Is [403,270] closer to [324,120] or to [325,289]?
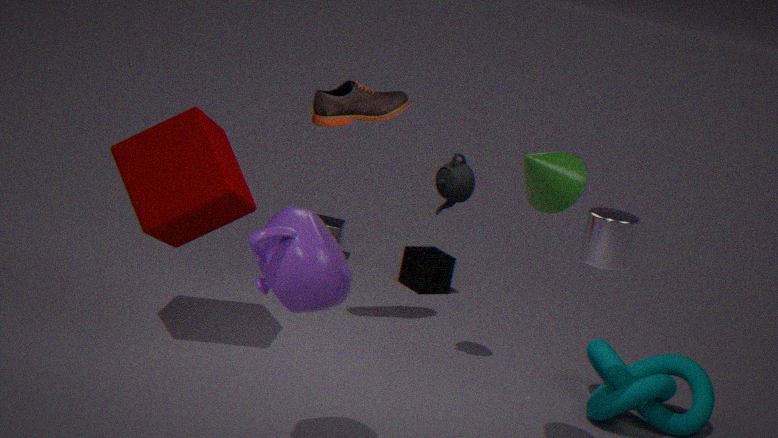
[324,120]
